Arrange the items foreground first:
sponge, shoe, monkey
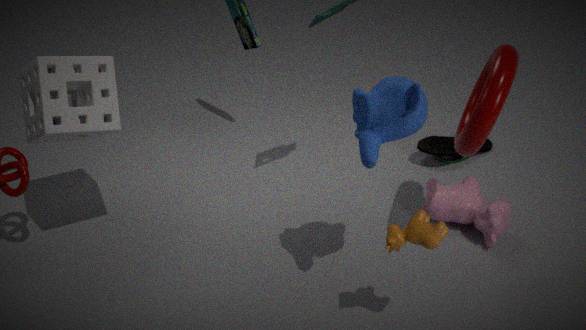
monkey → sponge → shoe
